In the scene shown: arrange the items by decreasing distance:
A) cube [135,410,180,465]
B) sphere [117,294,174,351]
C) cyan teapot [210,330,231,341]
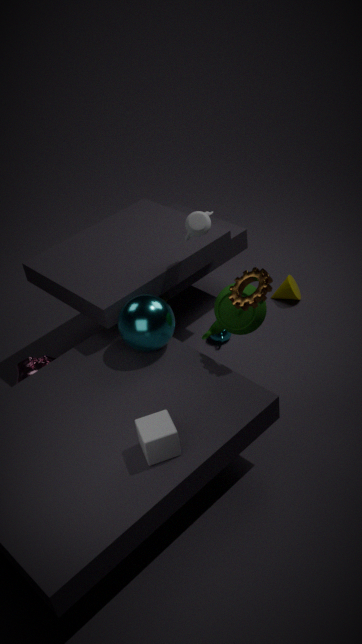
cyan teapot [210,330,231,341]
sphere [117,294,174,351]
cube [135,410,180,465]
